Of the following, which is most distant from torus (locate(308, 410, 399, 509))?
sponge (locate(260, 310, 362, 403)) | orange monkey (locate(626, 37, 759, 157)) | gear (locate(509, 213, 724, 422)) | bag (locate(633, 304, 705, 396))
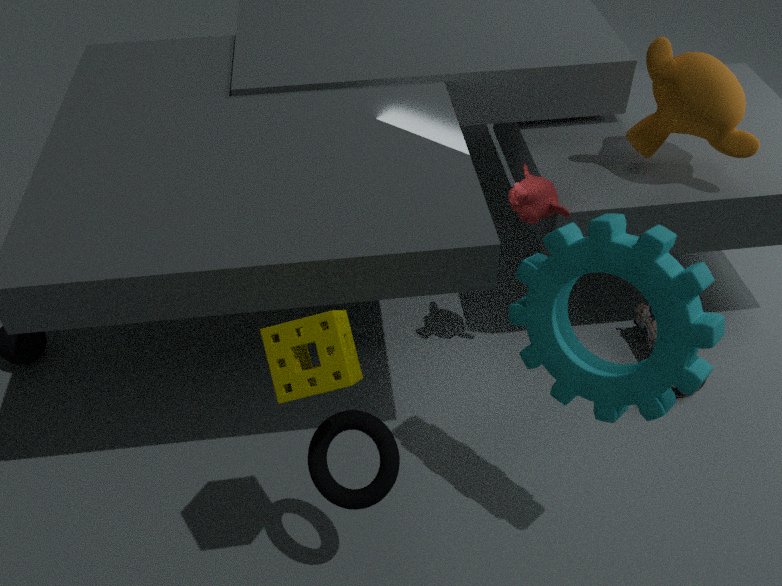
orange monkey (locate(626, 37, 759, 157))
